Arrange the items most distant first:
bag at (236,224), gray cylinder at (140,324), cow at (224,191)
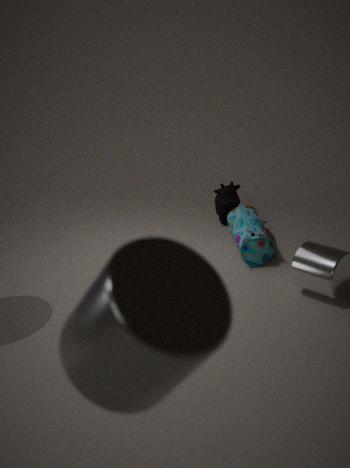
cow at (224,191) < bag at (236,224) < gray cylinder at (140,324)
